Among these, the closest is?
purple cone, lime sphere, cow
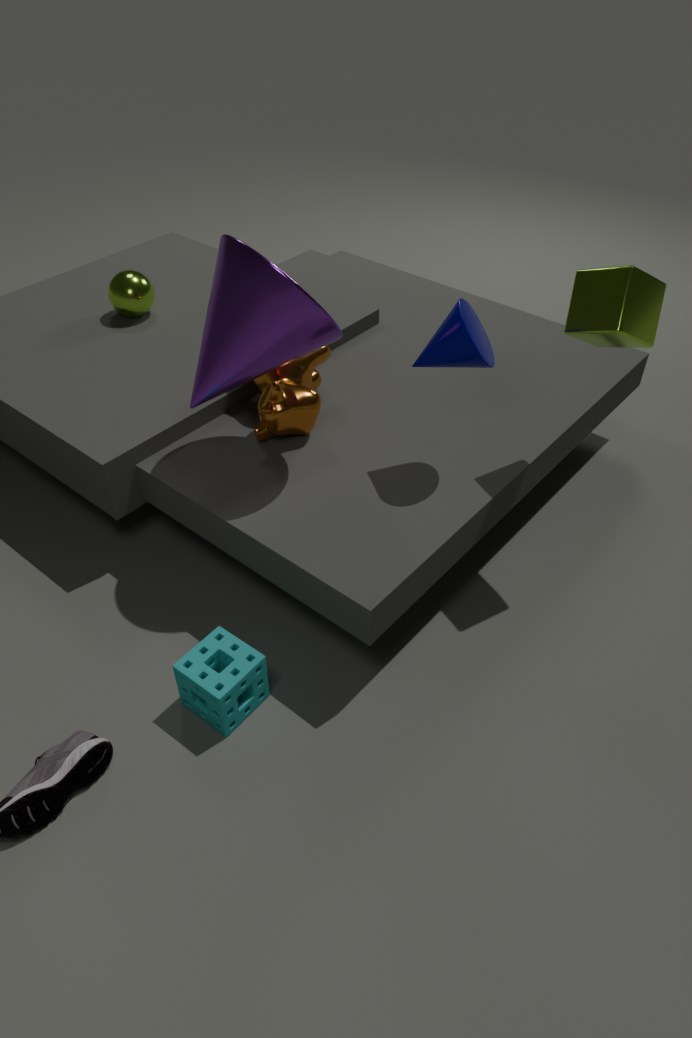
purple cone
